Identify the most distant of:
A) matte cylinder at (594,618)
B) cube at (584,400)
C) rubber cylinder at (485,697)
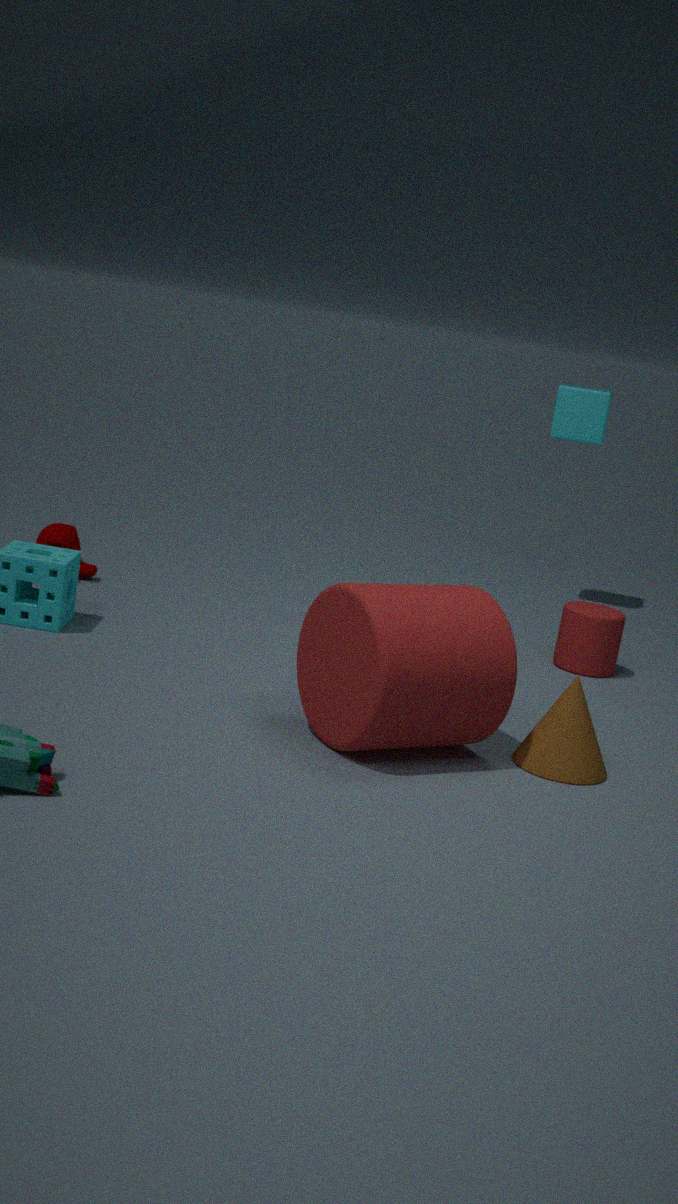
cube at (584,400)
